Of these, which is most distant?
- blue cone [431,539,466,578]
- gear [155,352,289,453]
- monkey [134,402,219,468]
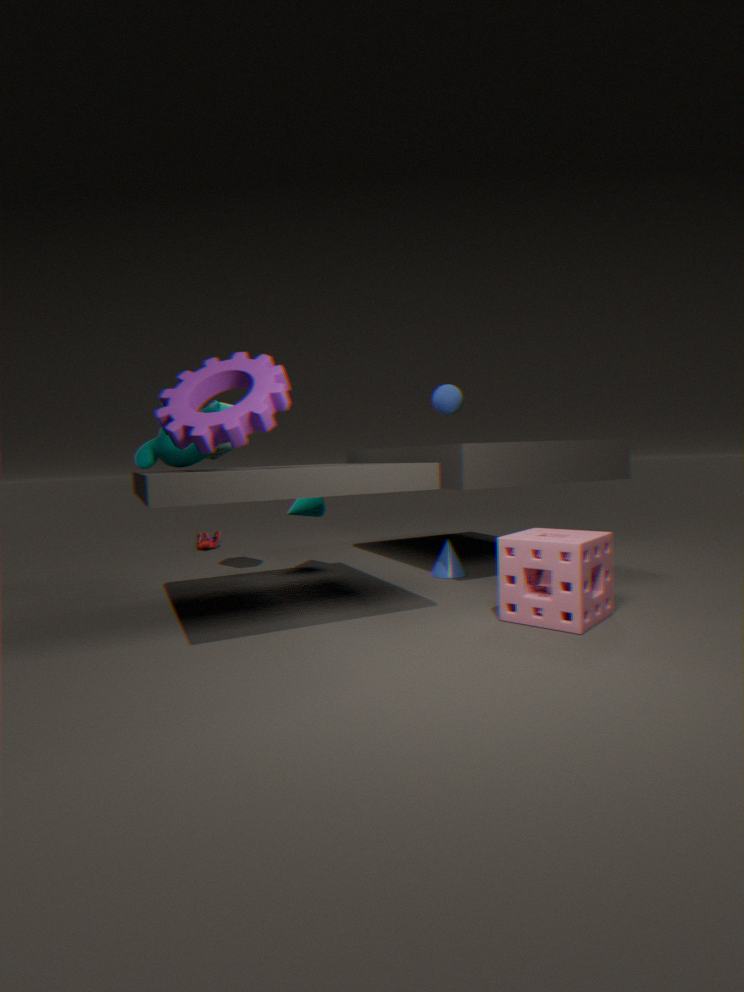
blue cone [431,539,466,578]
